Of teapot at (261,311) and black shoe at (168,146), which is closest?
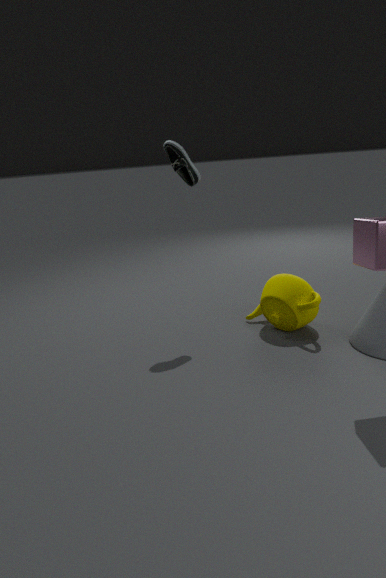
black shoe at (168,146)
